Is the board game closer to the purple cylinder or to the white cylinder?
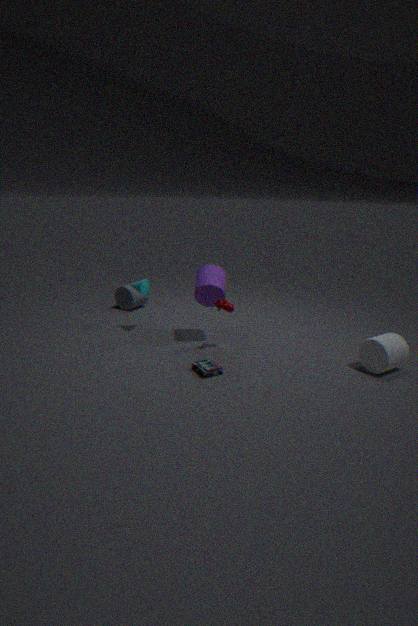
the purple cylinder
